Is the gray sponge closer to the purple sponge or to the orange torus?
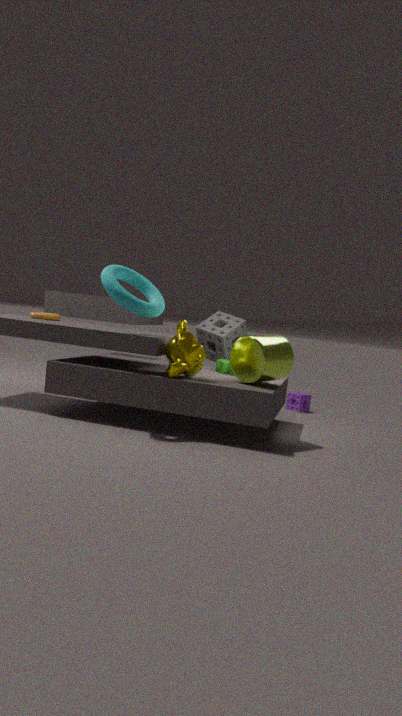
the purple sponge
